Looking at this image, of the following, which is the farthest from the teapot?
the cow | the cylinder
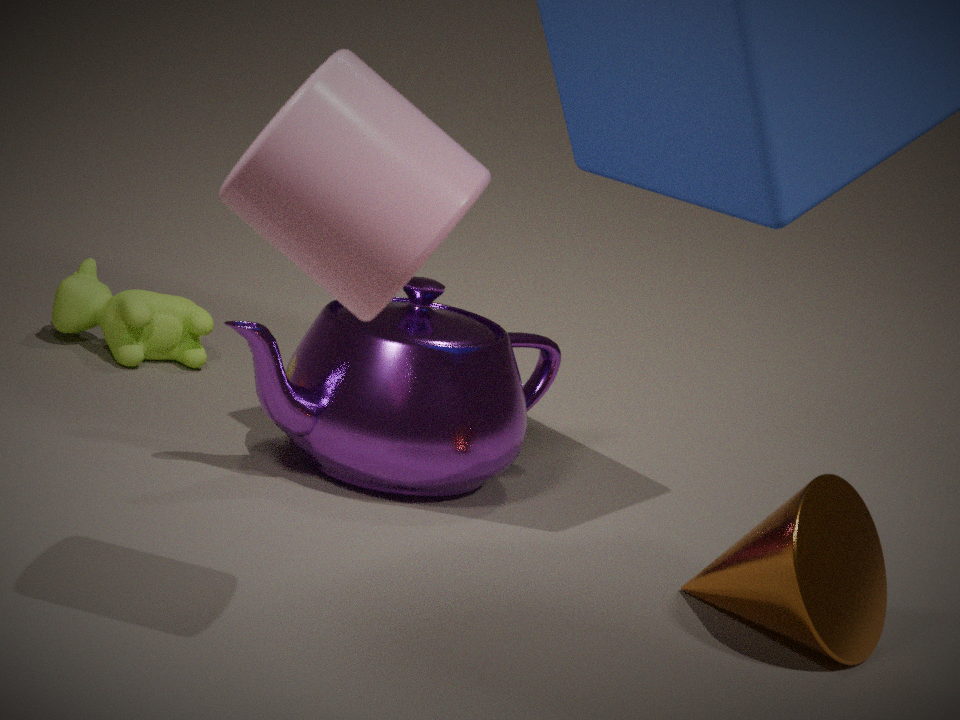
the cylinder
